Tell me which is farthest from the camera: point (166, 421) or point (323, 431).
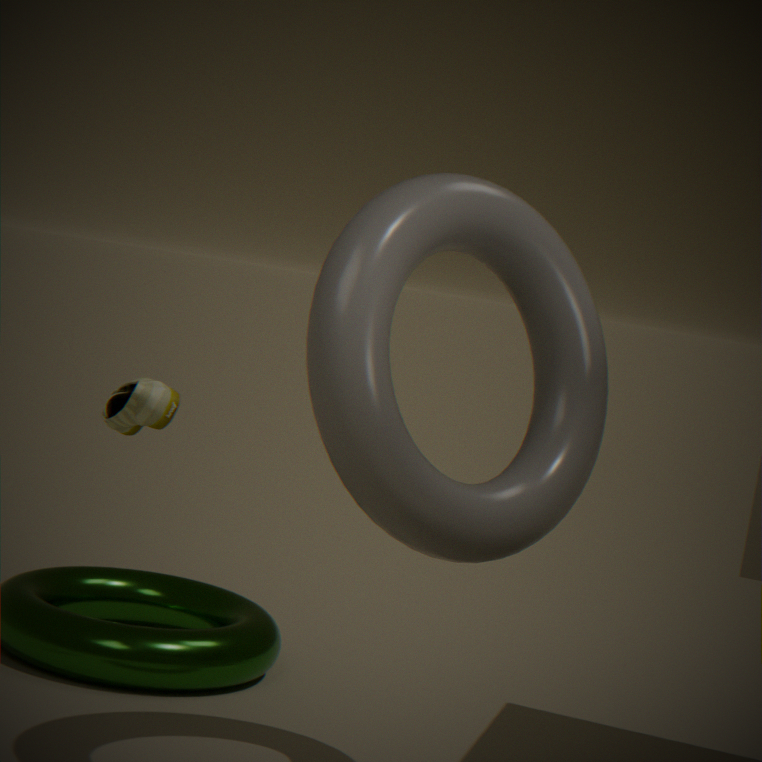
point (166, 421)
